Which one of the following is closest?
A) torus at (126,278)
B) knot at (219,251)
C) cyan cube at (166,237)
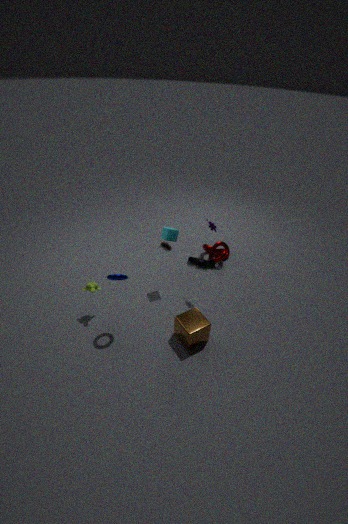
torus at (126,278)
